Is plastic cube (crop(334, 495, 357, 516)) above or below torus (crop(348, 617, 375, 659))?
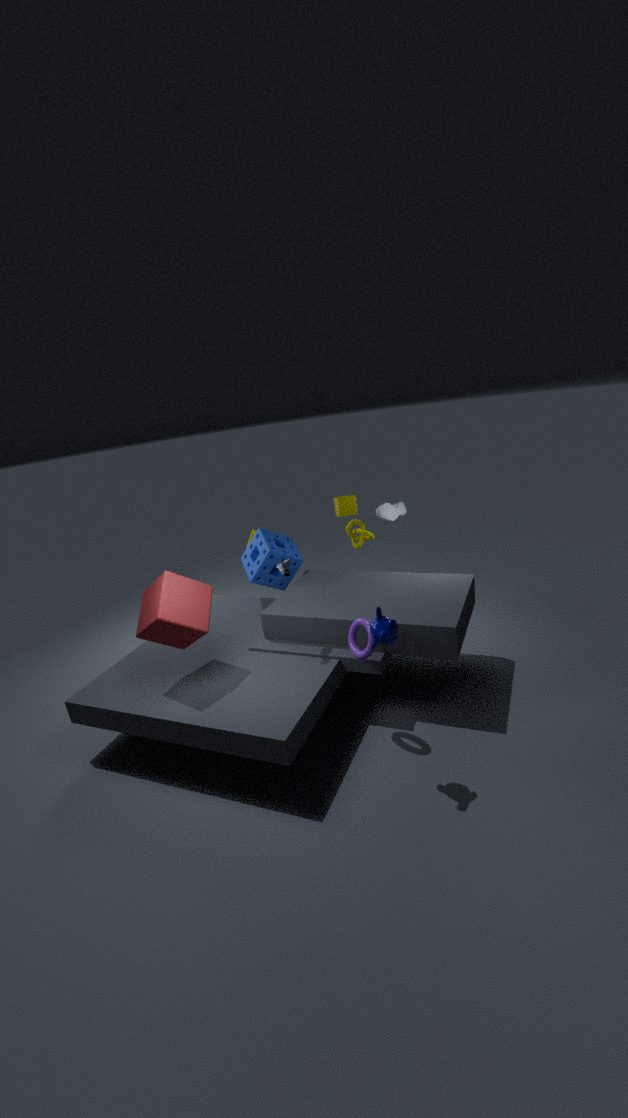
above
